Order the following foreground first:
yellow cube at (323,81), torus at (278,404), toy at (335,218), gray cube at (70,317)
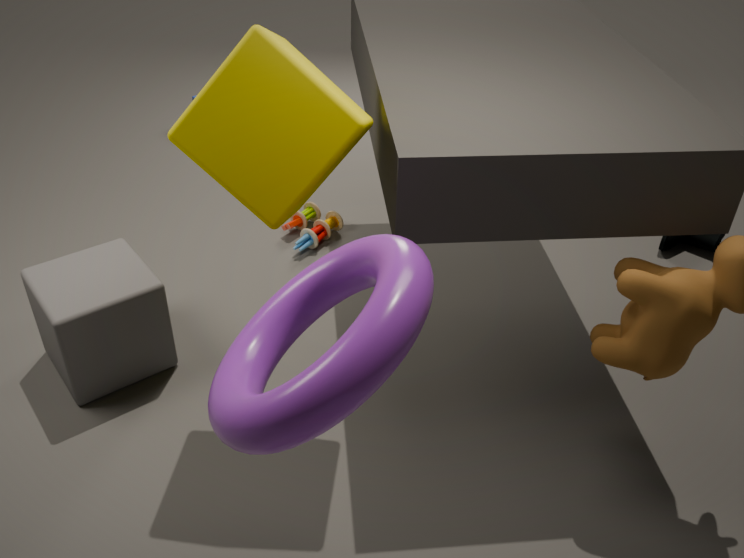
1. torus at (278,404)
2. yellow cube at (323,81)
3. gray cube at (70,317)
4. toy at (335,218)
